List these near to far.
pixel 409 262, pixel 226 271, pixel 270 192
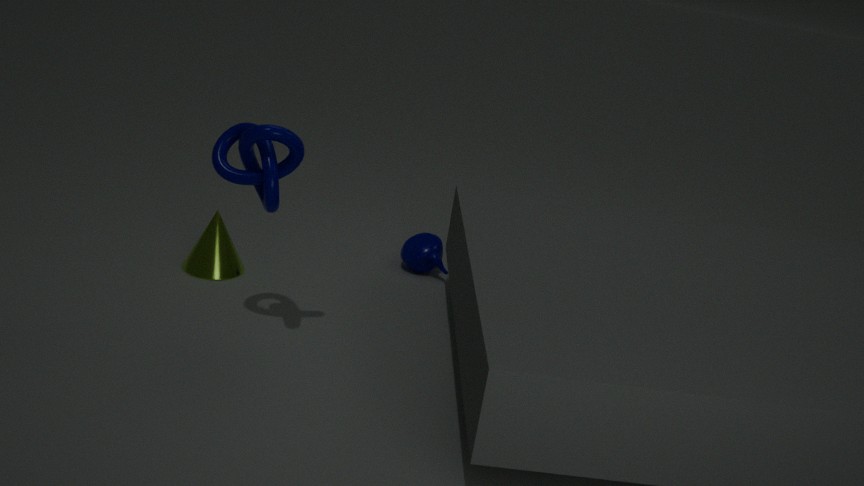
pixel 270 192 → pixel 226 271 → pixel 409 262
